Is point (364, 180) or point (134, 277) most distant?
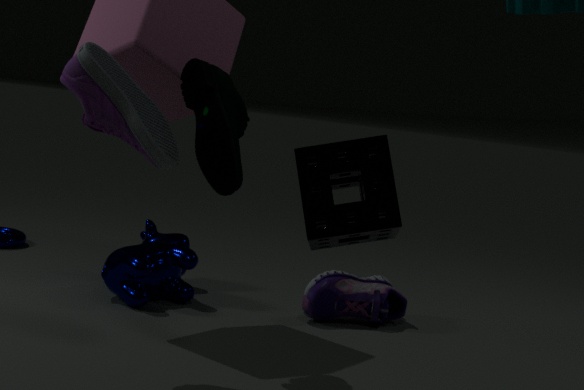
point (134, 277)
